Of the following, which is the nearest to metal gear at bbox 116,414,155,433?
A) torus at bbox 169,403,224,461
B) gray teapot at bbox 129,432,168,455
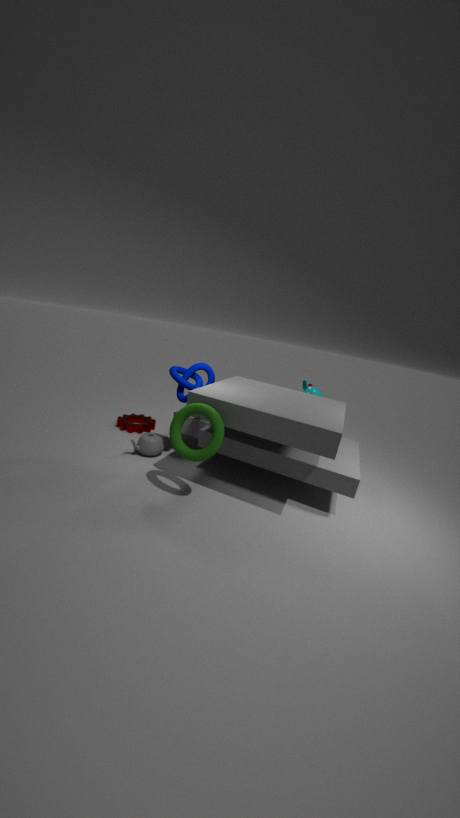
gray teapot at bbox 129,432,168,455
